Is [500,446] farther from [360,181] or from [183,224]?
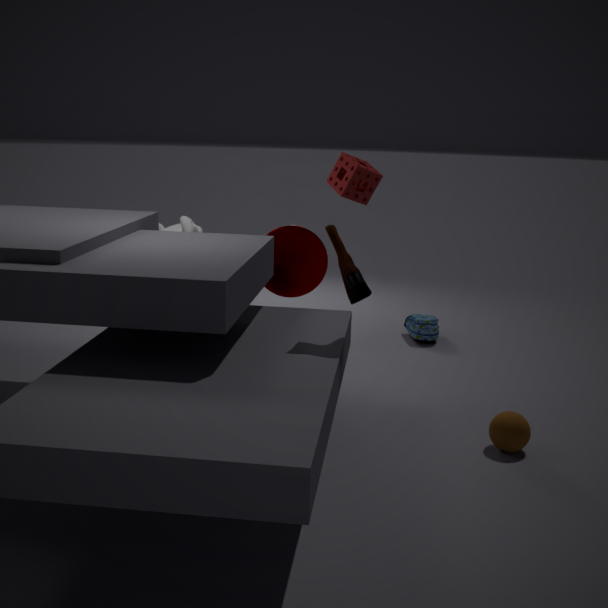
[183,224]
